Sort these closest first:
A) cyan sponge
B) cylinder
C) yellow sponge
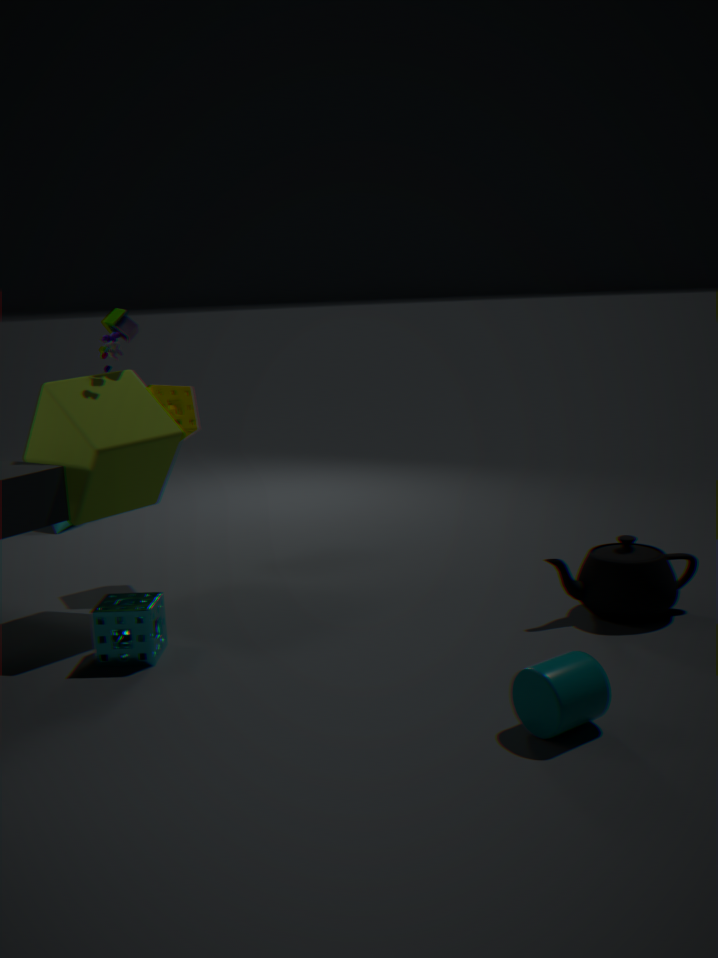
1. cylinder
2. cyan sponge
3. yellow sponge
